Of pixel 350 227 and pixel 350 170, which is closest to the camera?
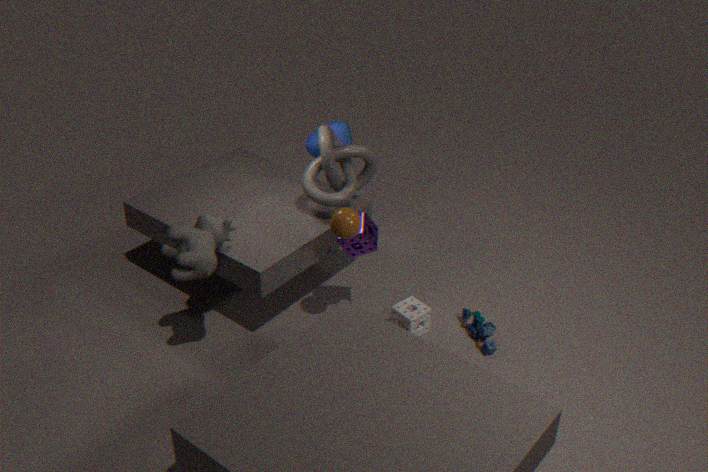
pixel 350 227
